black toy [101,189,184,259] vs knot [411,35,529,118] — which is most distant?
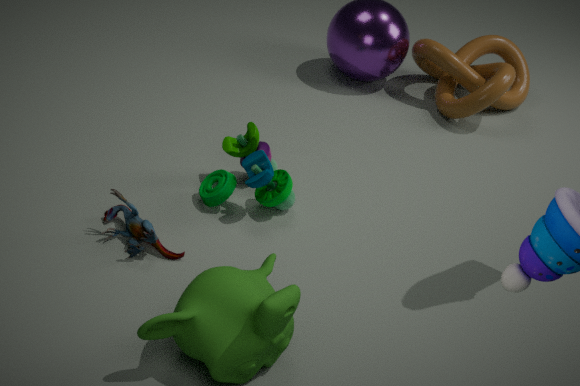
knot [411,35,529,118]
